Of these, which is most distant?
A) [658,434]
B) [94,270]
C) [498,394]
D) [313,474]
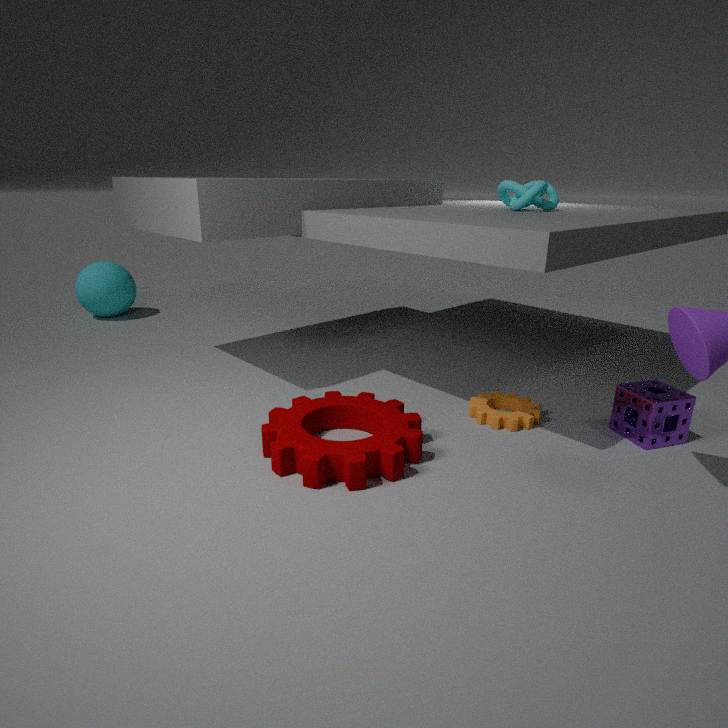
[94,270]
